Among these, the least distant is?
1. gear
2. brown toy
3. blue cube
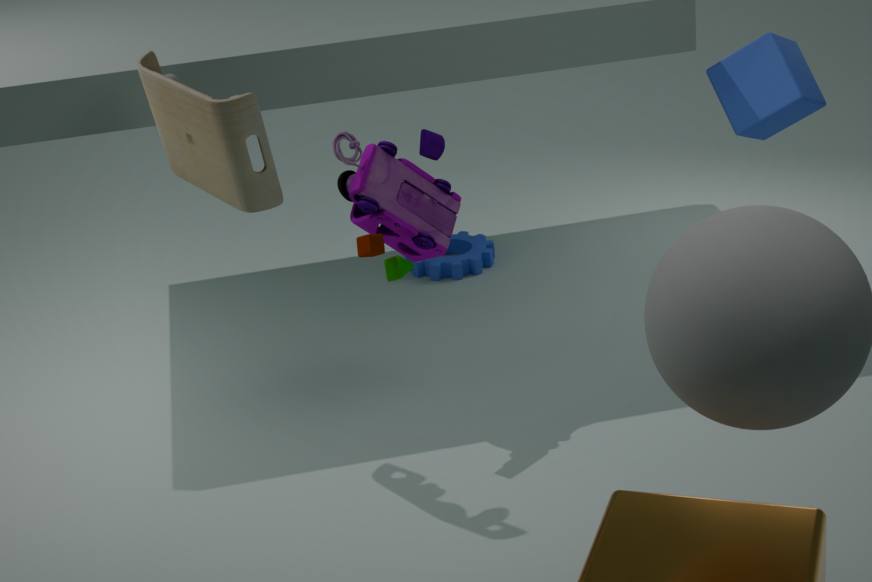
brown toy
